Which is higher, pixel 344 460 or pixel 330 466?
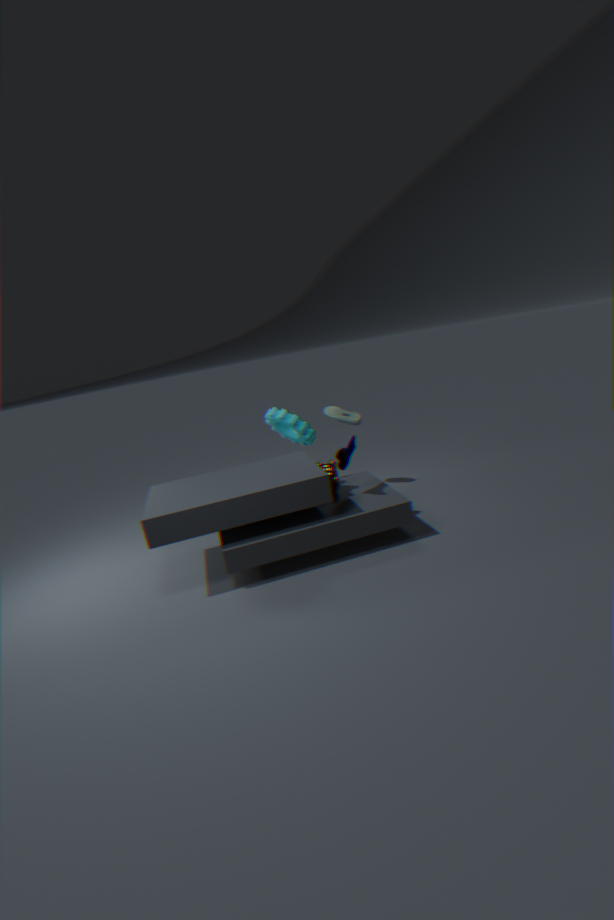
pixel 344 460
